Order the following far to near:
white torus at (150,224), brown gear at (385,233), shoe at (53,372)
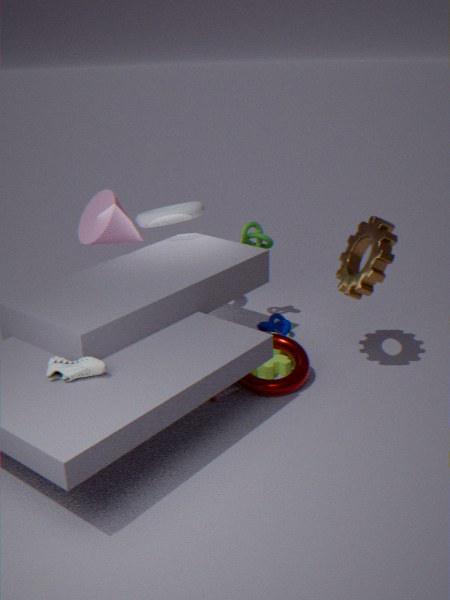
white torus at (150,224) < brown gear at (385,233) < shoe at (53,372)
